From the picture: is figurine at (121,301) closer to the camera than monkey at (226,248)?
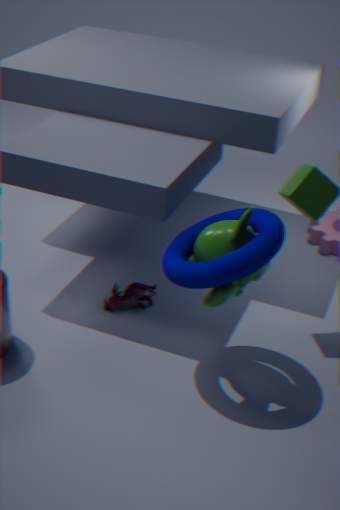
No
